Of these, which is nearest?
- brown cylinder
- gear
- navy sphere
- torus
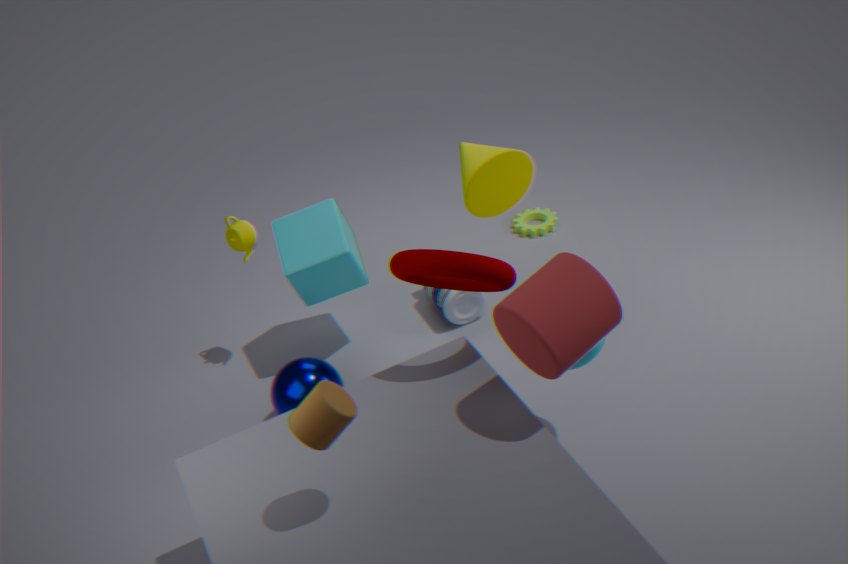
brown cylinder
